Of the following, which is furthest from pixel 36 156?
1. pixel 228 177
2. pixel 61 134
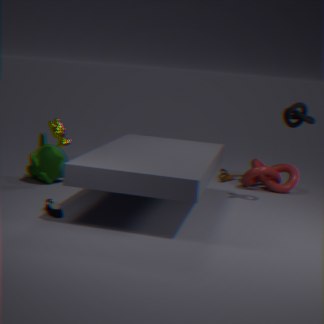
pixel 228 177
